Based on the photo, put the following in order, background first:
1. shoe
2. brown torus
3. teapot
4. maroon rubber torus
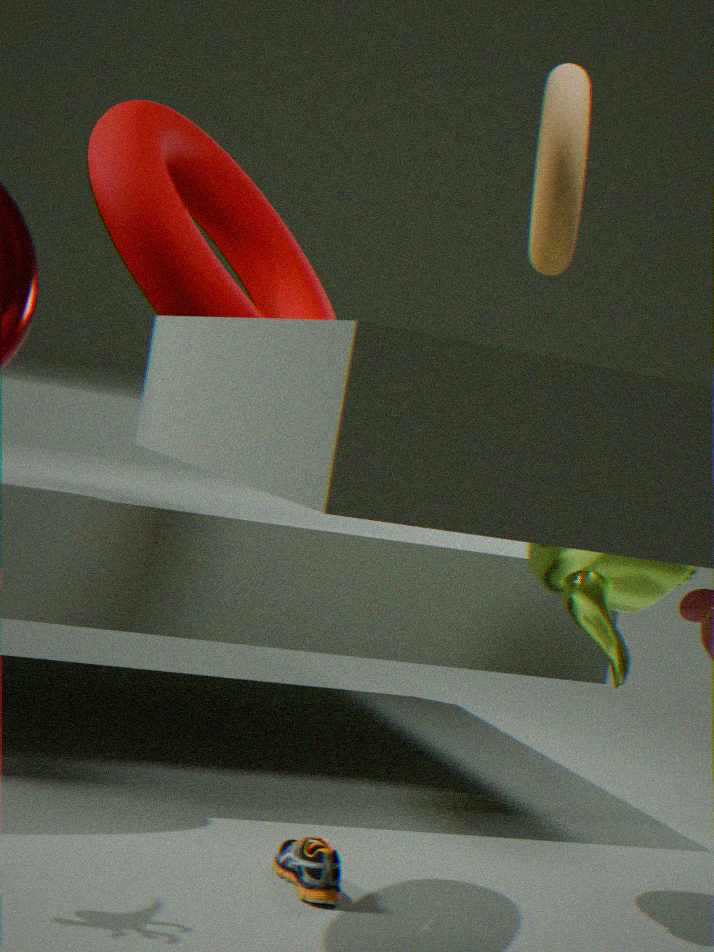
1. teapot
2. shoe
3. maroon rubber torus
4. brown torus
